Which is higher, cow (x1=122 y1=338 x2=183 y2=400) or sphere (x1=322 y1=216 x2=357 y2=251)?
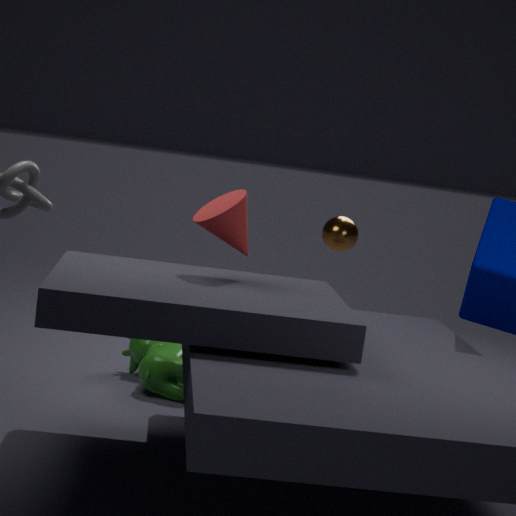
sphere (x1=322 y1=216 x2=357 y2=251)
